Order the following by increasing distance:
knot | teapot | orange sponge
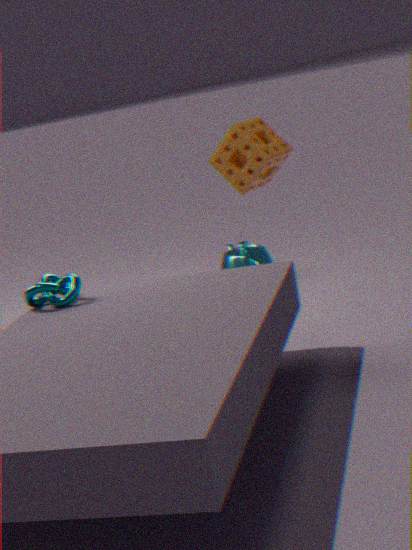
orange sponge
knot
teapot
